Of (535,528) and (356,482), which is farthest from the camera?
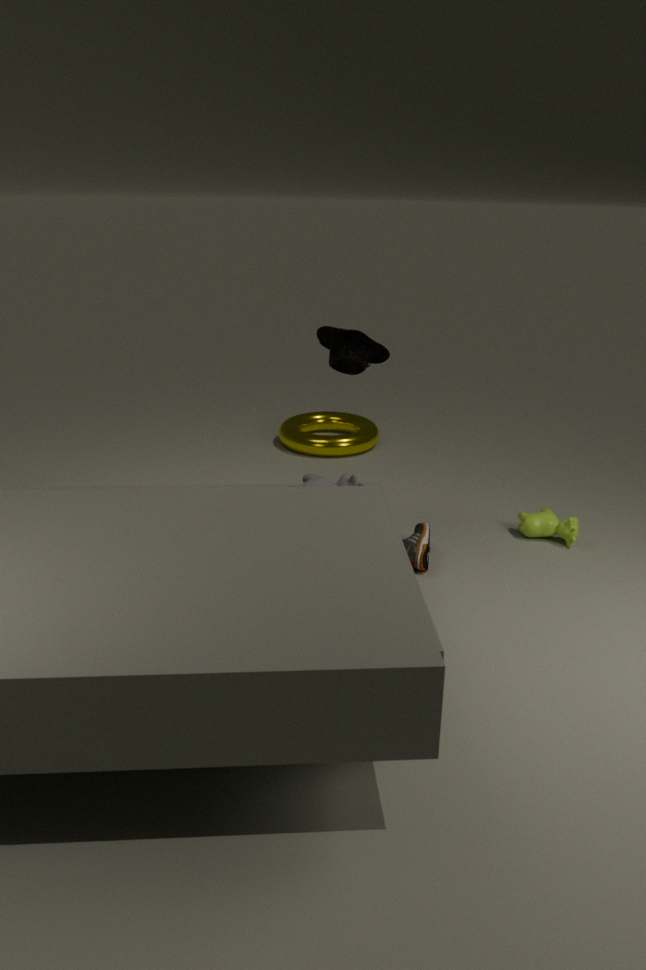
(535,528)
